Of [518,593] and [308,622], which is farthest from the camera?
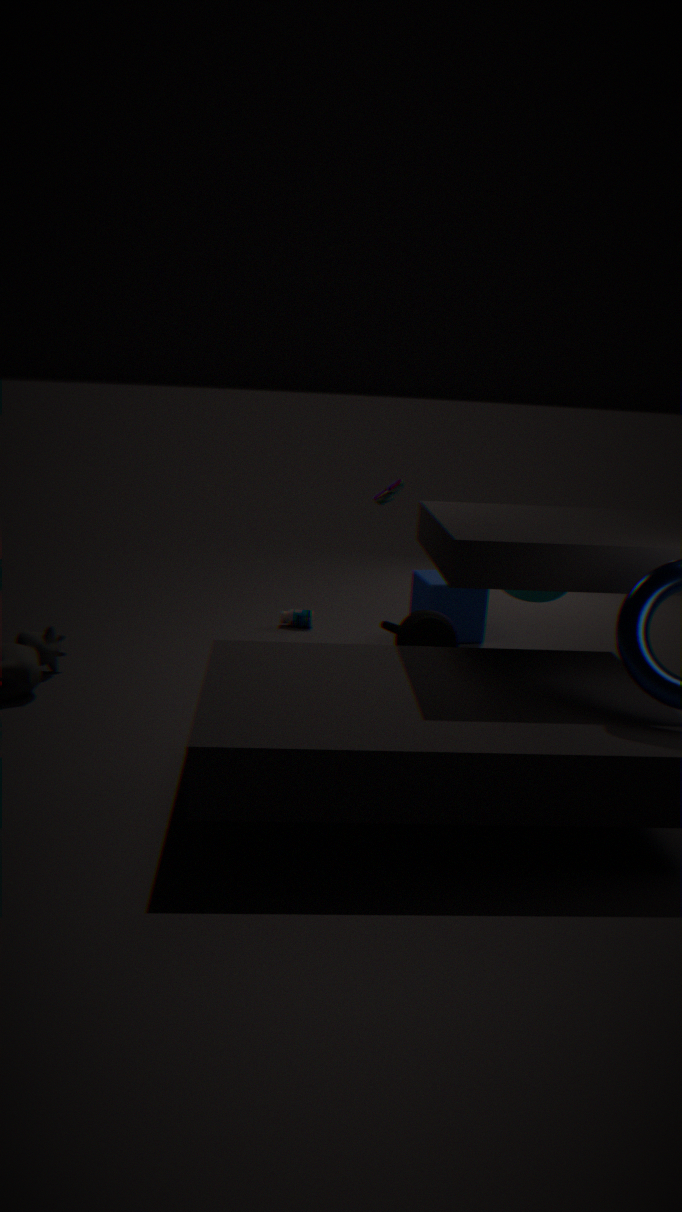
[308,622]
